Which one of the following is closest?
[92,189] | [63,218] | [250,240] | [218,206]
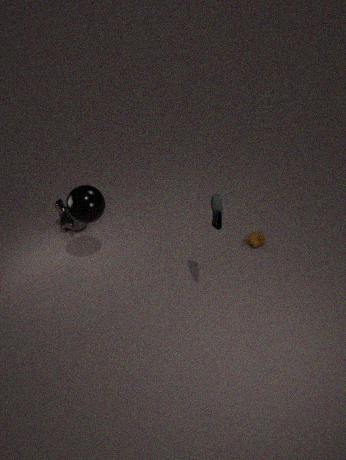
[218,206]
